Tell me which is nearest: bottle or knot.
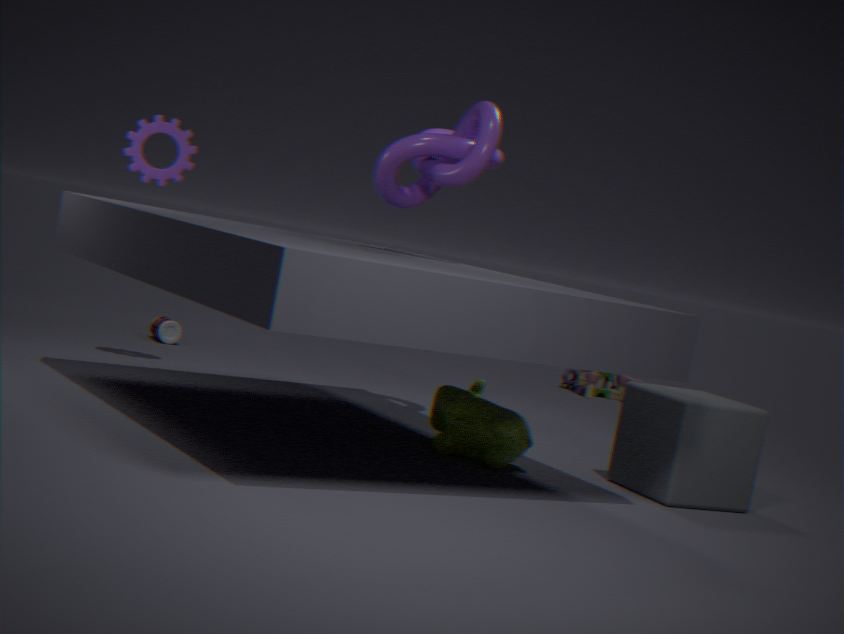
knot
